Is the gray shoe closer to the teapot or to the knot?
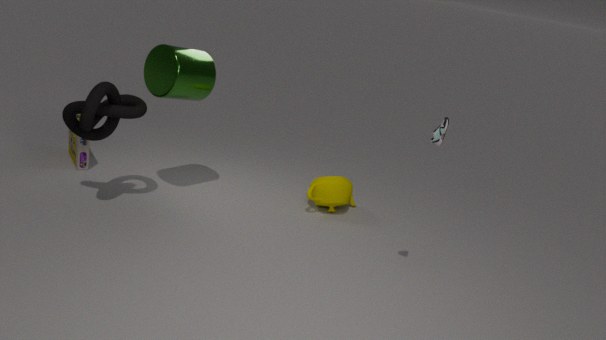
the teapot
